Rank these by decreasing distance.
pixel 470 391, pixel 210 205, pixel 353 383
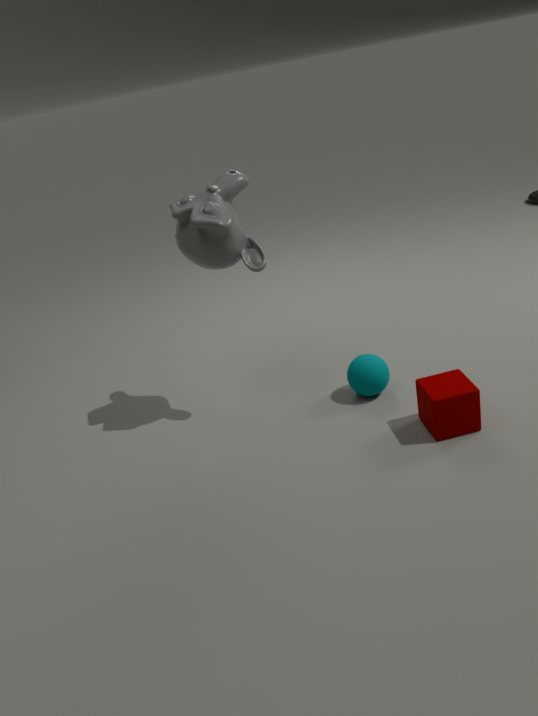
pixel 353 383 → pixel 210 205 → pixel 470 391
